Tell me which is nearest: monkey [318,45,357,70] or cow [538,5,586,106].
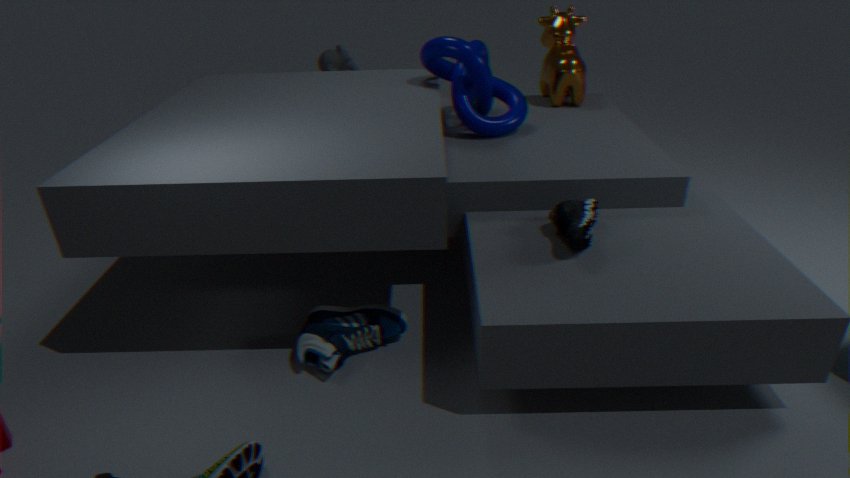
cow [538,5,586,106]
